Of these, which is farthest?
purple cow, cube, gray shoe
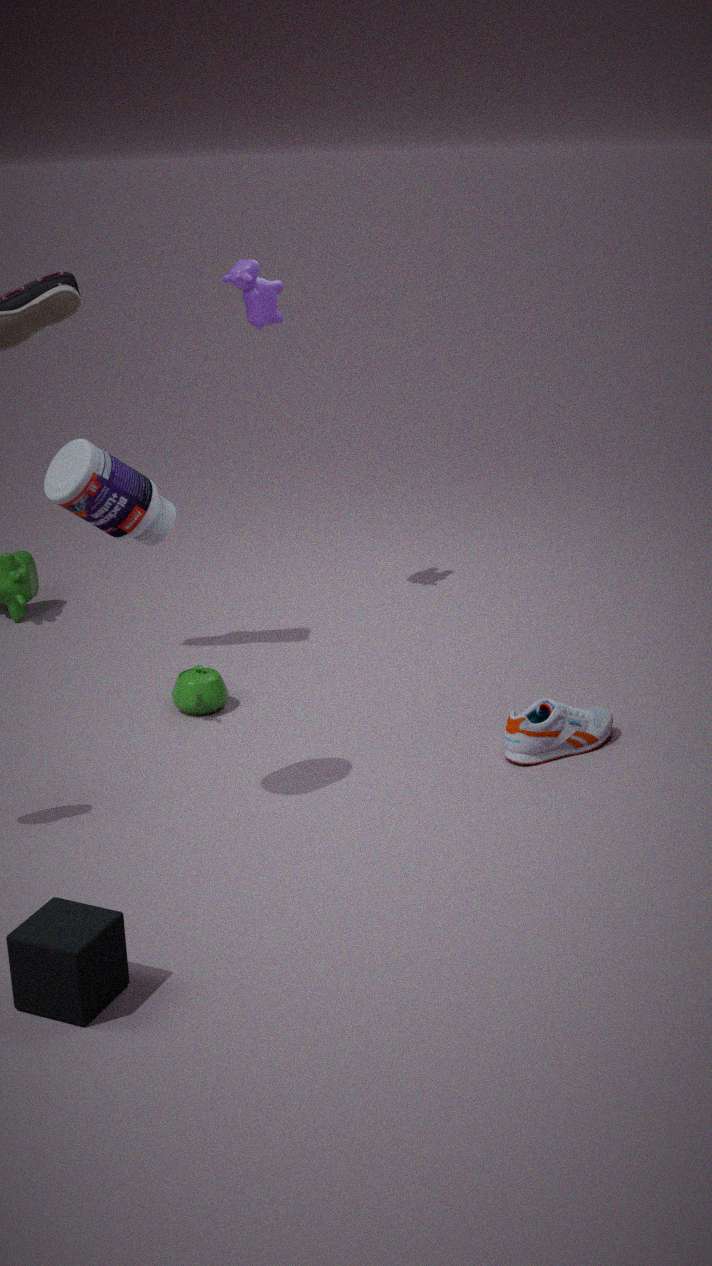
purple cow
